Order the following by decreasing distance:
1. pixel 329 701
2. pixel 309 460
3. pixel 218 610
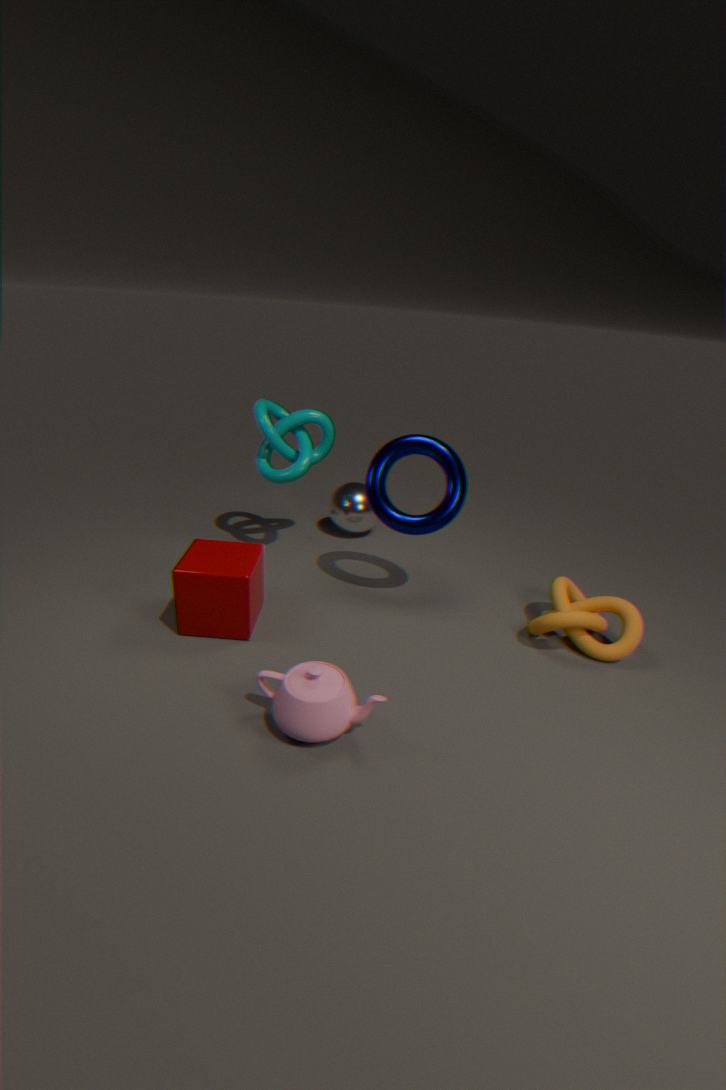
pixel 309 460 < pixel 218 610 < pixel 329 701
